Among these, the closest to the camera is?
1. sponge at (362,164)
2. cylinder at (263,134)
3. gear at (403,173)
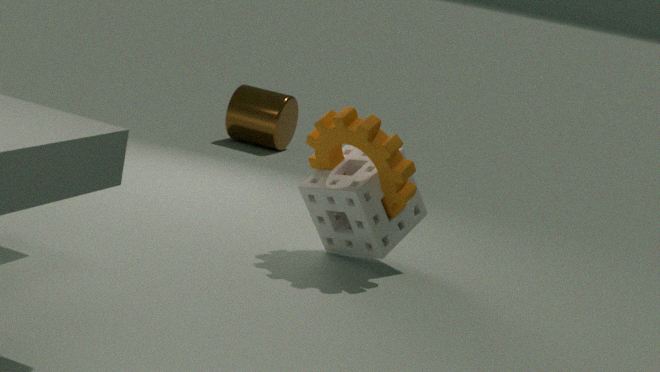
gear at (403,173)
